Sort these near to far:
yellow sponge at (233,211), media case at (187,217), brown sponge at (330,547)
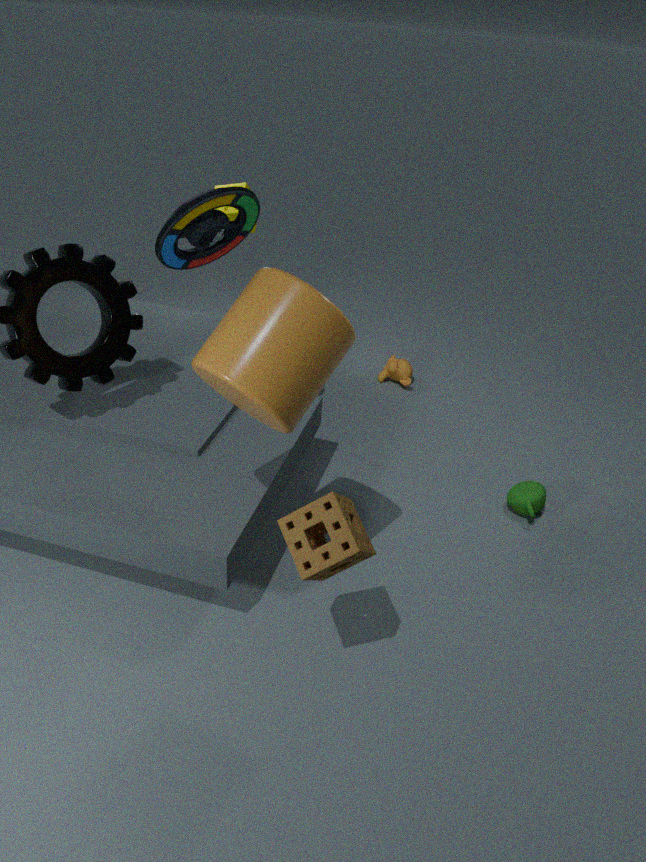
brown sponge at (330,547), media case at (187,217), yellow sponge at (233,211)
